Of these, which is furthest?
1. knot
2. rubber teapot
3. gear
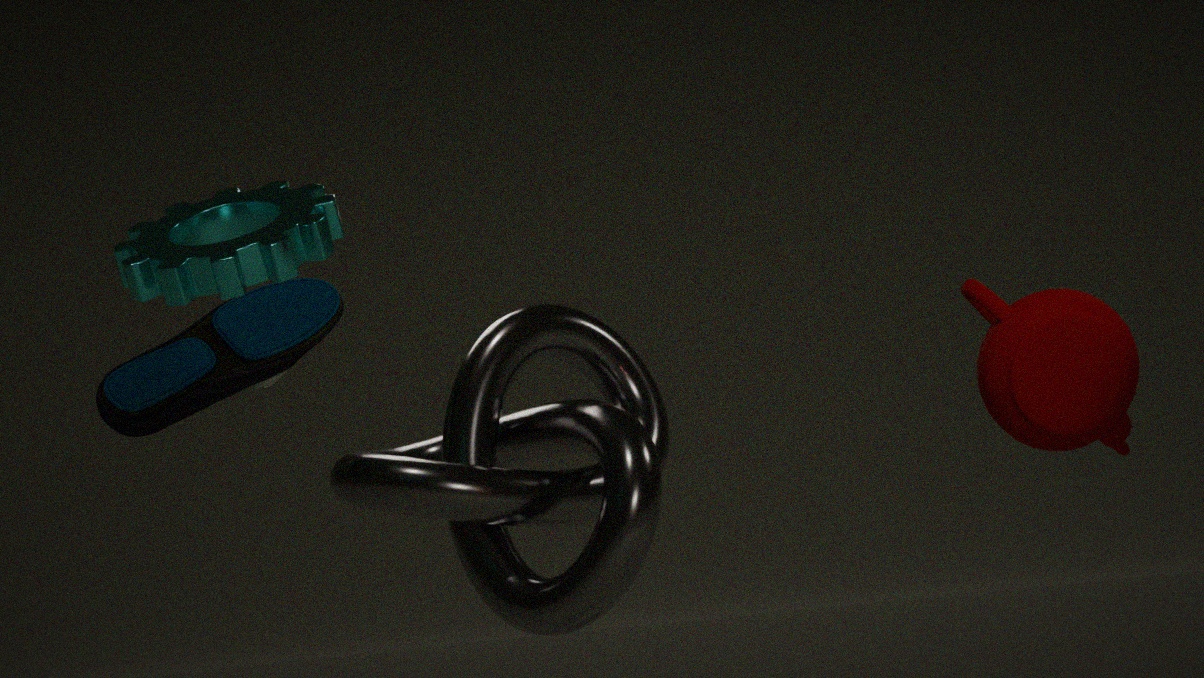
knot
